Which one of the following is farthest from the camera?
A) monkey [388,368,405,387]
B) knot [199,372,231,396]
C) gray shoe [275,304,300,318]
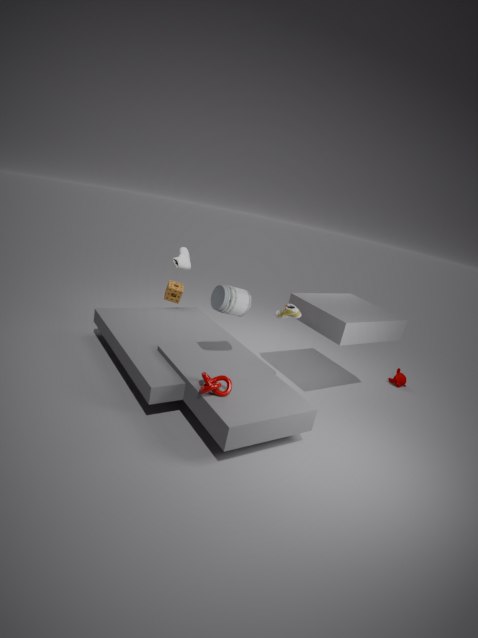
monkey [388,368,405,387]
